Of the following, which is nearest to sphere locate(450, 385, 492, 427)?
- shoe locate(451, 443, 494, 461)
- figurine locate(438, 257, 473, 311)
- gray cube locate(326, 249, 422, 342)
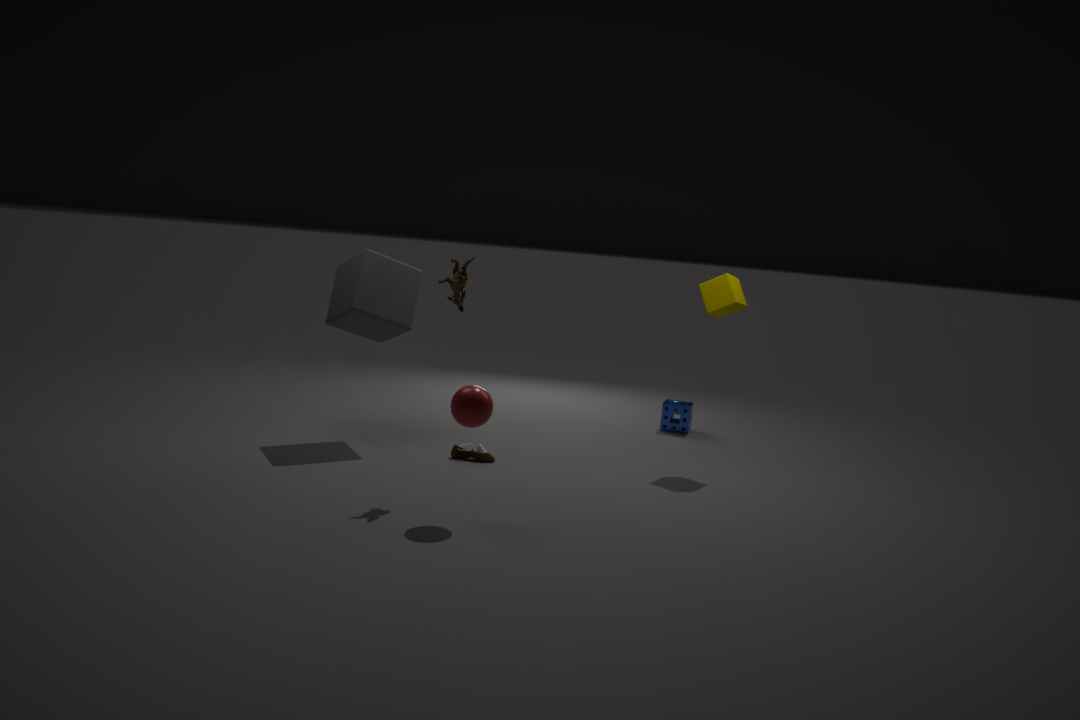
figurine locate(438, 257, 473, 311)
